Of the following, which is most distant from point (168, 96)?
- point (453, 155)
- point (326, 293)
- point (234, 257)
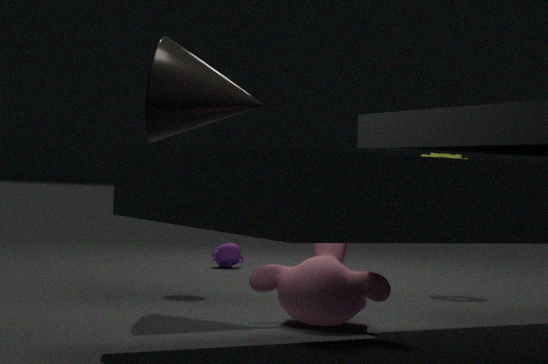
point (234, 257)
